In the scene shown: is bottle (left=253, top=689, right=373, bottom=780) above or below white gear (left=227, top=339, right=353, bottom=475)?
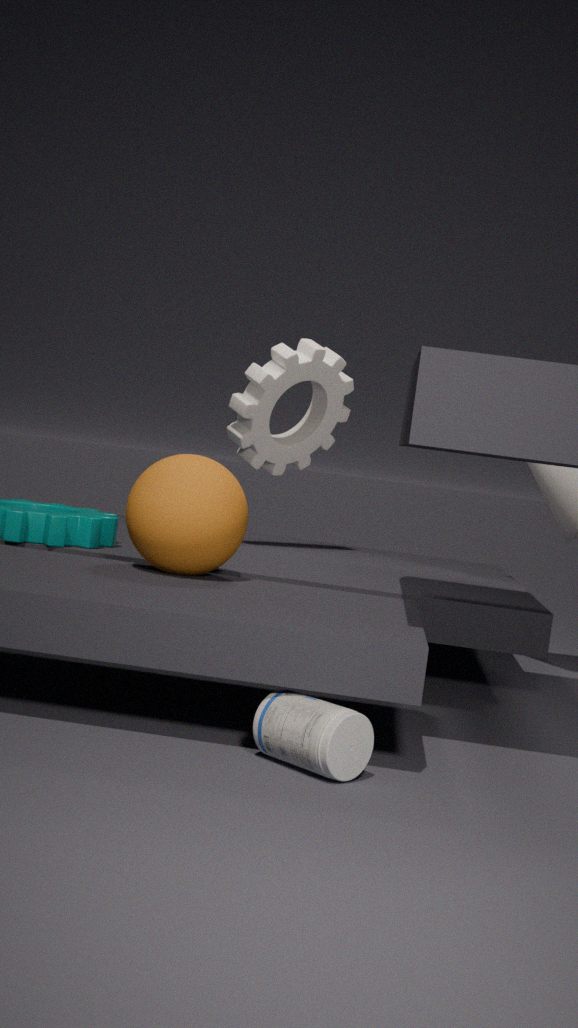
below
